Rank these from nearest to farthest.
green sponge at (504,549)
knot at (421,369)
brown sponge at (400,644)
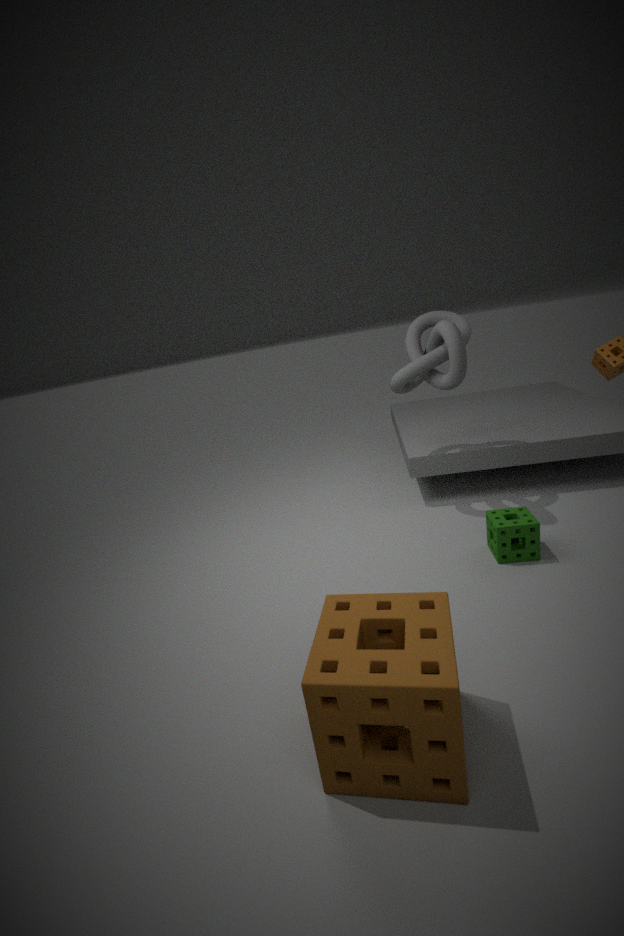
brown sponge at (400,644)
green sponge at (504,549)
knot at (421,369)
